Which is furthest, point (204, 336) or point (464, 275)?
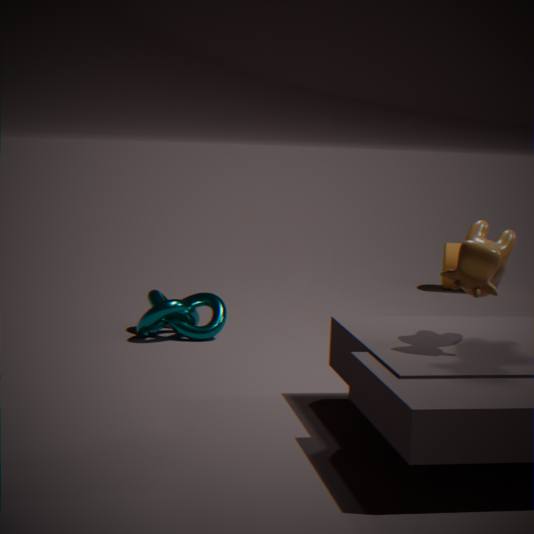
point (204, 336)
